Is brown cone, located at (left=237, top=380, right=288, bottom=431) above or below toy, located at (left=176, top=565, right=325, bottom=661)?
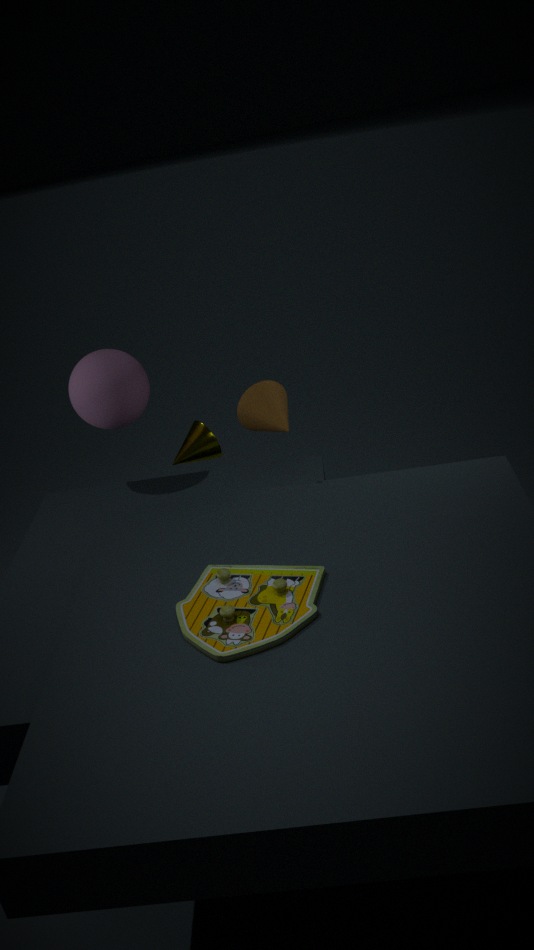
above
